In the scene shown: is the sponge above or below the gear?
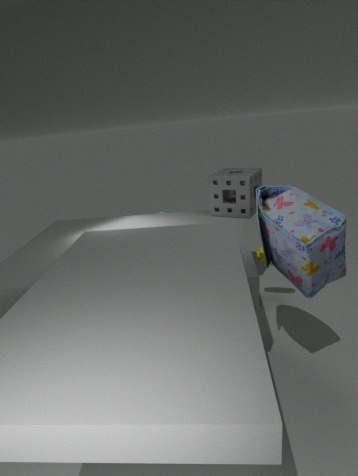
above
